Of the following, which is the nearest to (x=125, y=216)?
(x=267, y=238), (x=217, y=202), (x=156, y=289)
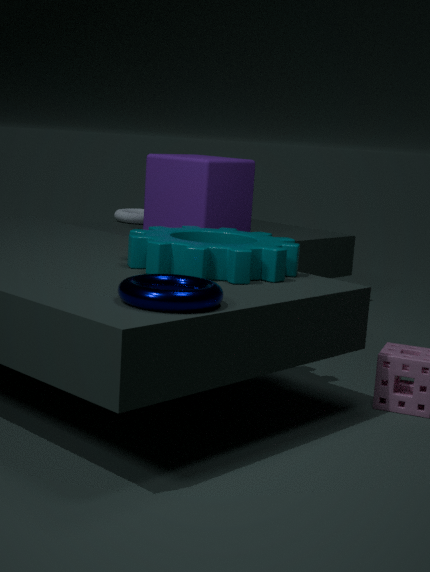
(x=217, y=202)
